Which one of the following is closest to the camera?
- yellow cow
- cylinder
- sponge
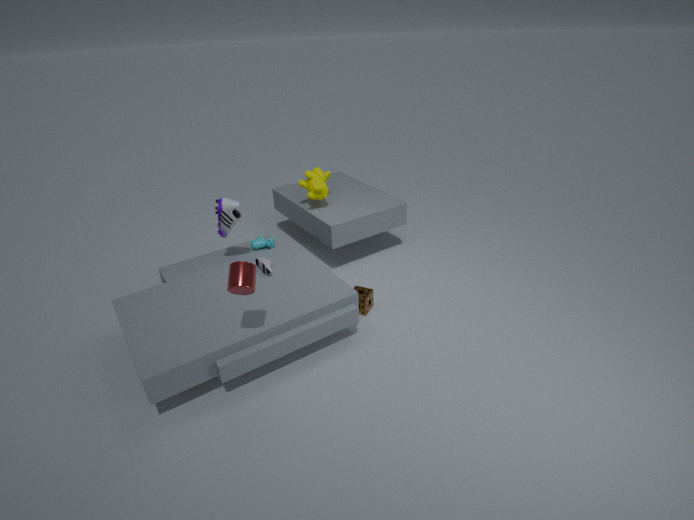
cylinder
